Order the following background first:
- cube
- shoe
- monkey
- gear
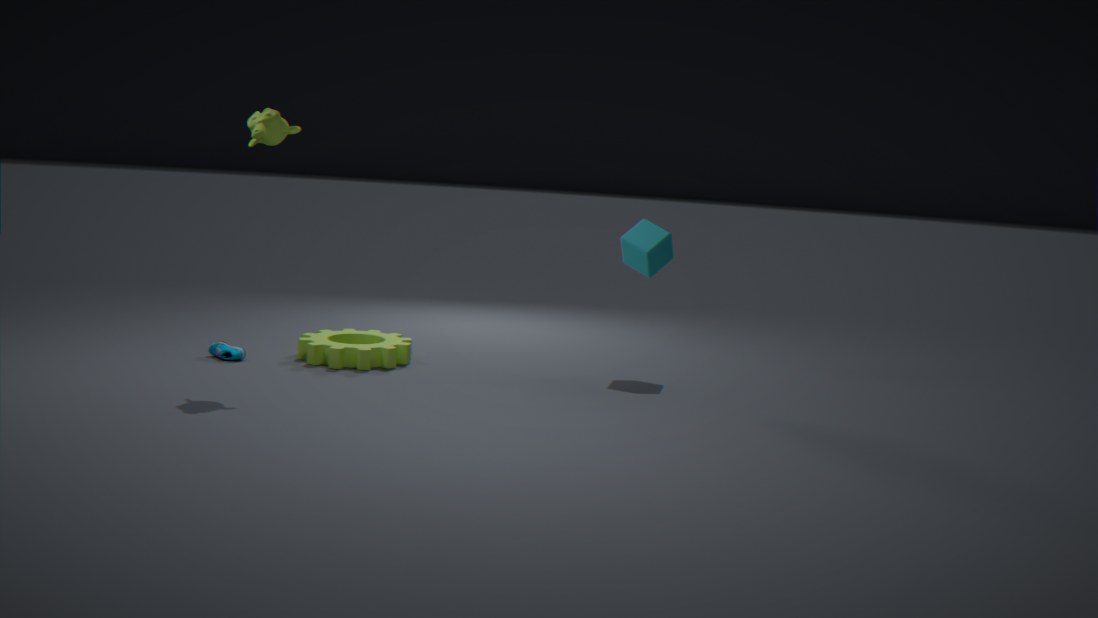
cube → shoe → gear → monkey
